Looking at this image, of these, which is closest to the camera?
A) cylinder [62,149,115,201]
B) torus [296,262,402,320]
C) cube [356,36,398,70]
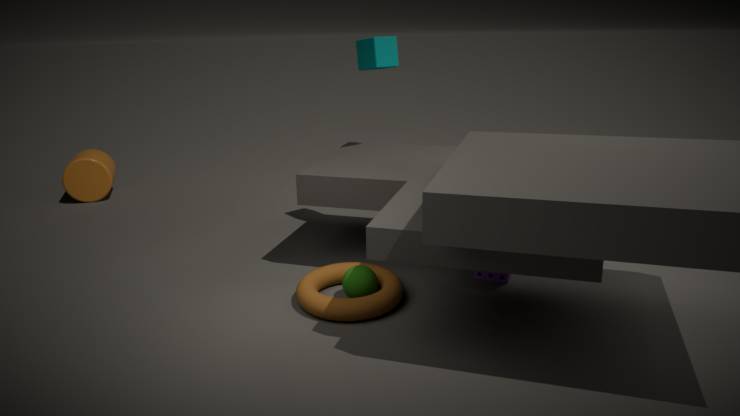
torus [296,262,402,320]
